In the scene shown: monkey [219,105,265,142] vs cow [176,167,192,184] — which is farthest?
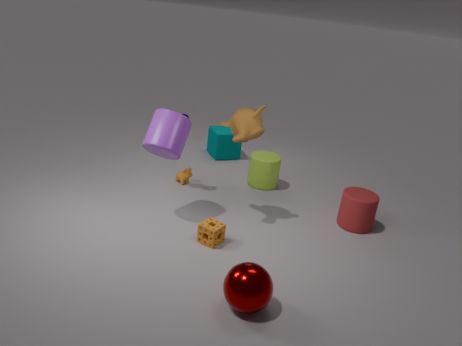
cow [176,167,192,184]
